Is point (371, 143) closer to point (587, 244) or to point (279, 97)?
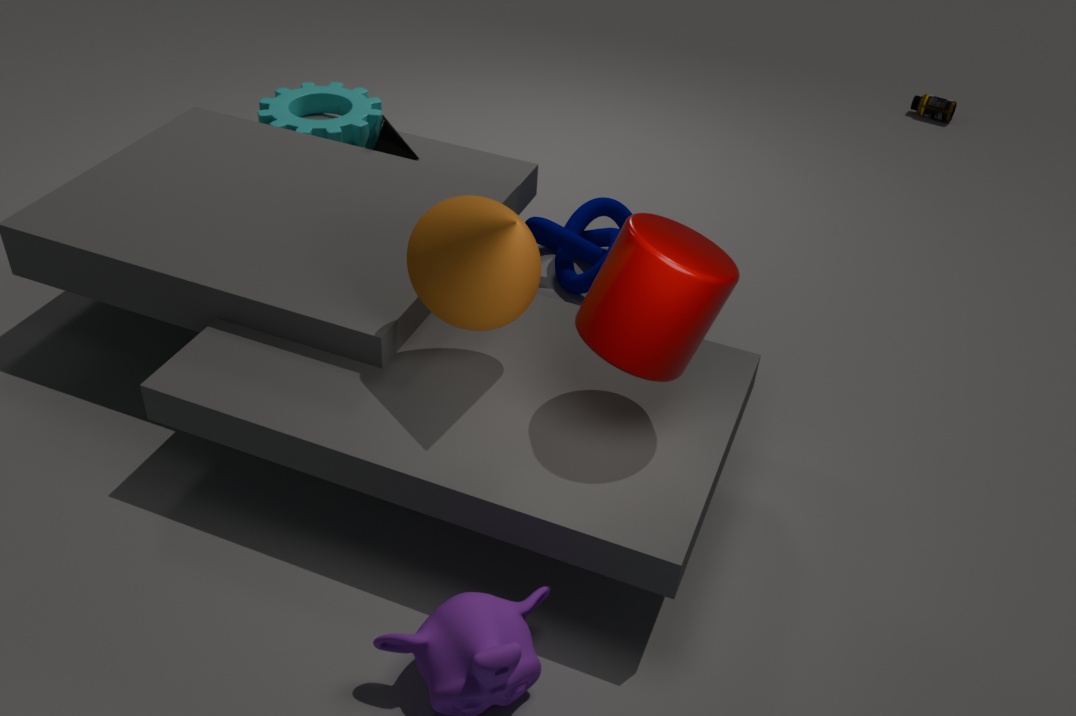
point (279, 97)
